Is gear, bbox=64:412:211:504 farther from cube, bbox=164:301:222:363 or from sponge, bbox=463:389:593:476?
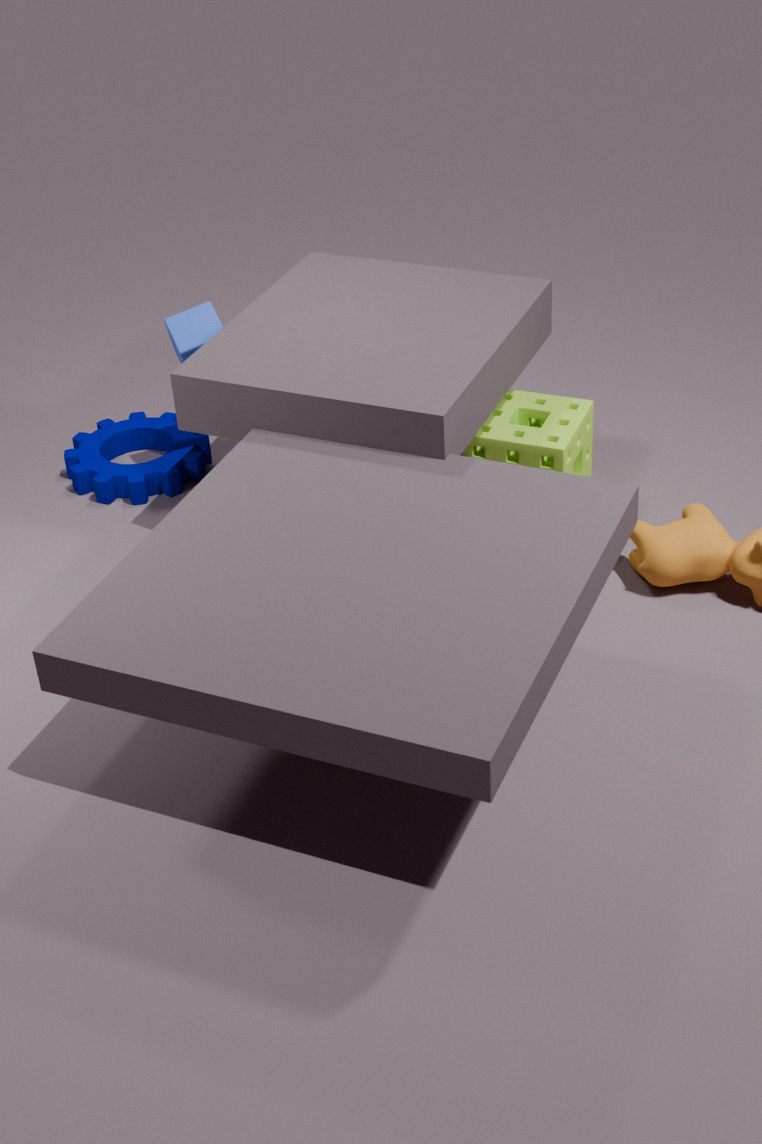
sponge, bbox=463:389:593:476
